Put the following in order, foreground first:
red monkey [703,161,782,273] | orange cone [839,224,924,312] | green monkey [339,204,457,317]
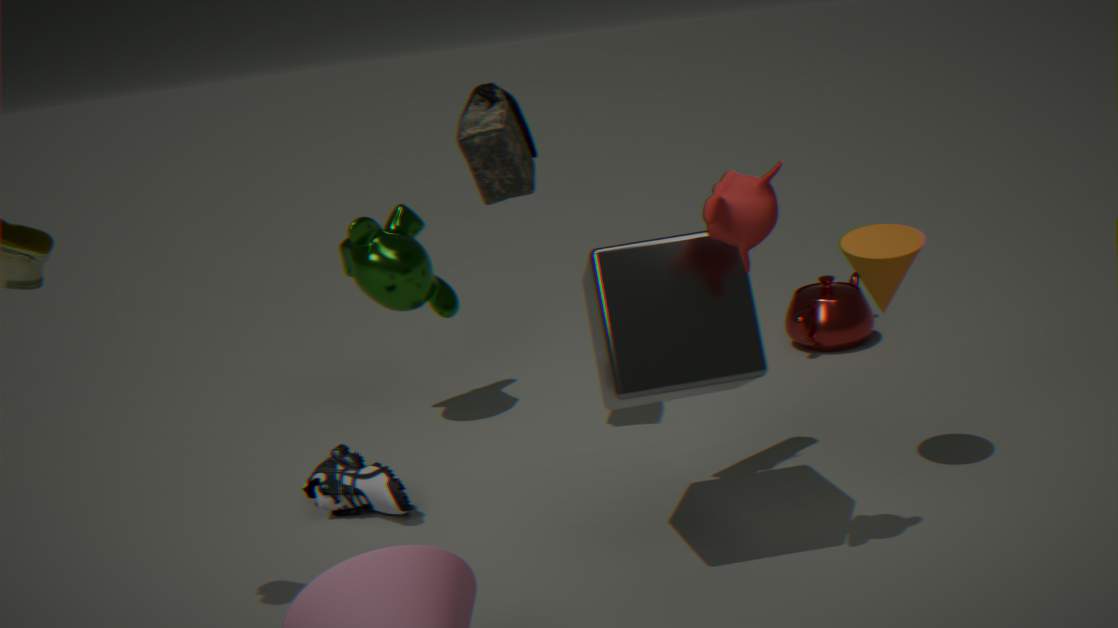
red monkey [703,161,782,273]
orange cone [839,224,924,312]
green monkey [339,204,457,317]
